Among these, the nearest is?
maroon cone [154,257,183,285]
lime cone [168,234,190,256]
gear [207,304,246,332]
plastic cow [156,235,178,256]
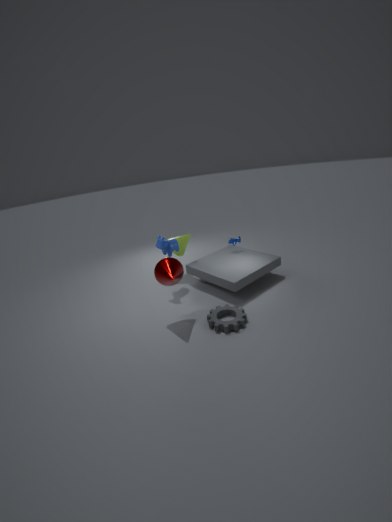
gear [207,304,246,332]
